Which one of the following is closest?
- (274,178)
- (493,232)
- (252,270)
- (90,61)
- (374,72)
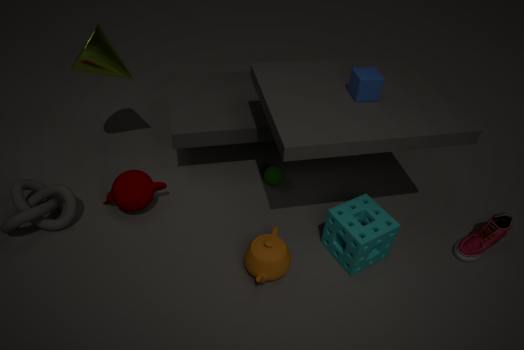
(252,270)
